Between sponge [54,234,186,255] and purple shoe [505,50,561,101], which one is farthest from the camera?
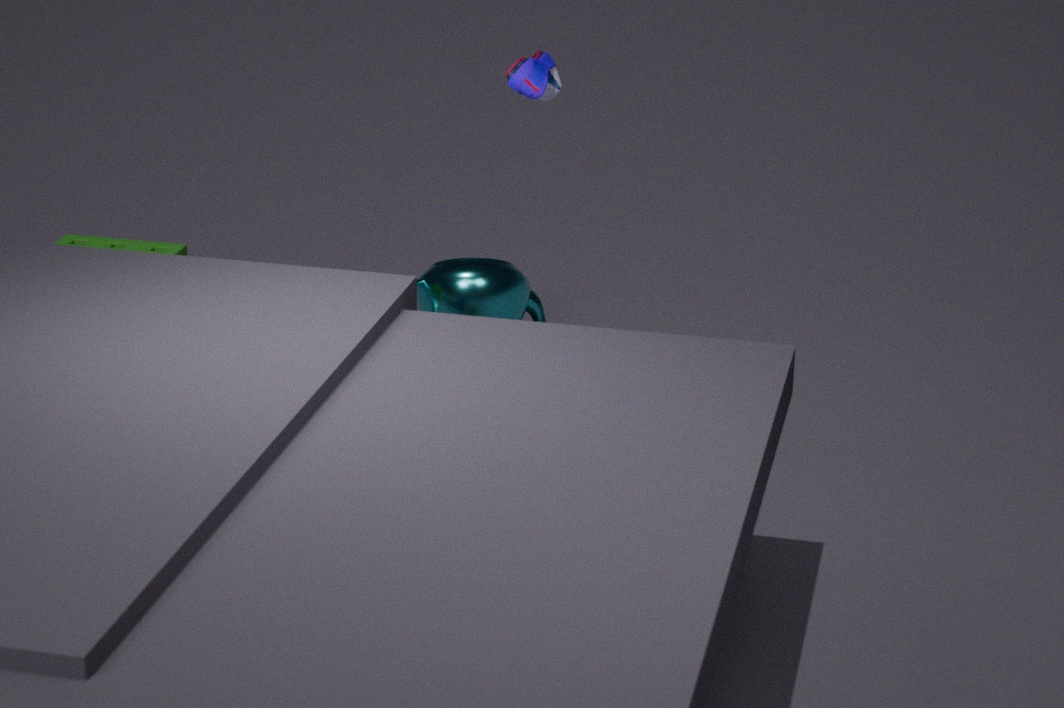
sponge [54,234,186,255]
